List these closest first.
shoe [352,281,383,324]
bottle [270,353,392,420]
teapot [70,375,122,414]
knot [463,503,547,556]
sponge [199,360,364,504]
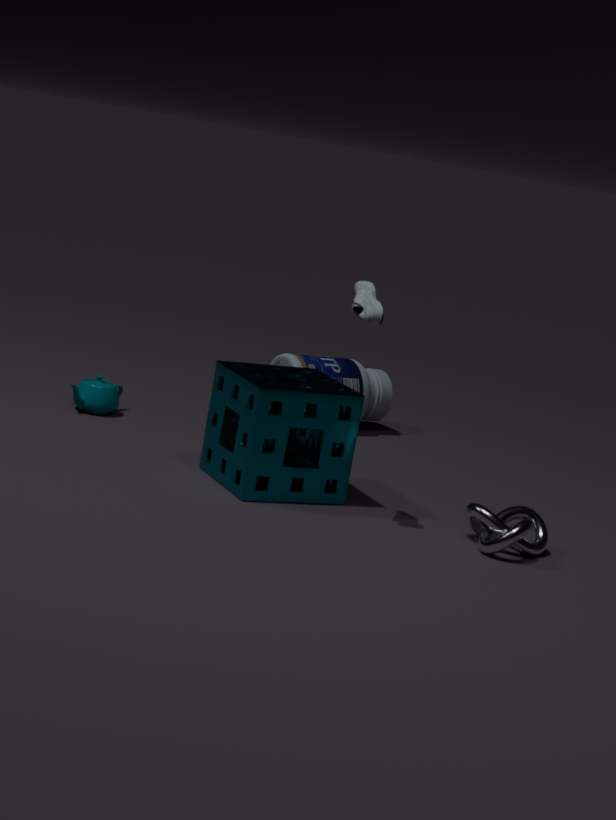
shoe [352,281,383,324], knot [463,503,547,556], sponge [199,360,364,504], teapot [70,375,122,414], bottle [270,353,392,420]
